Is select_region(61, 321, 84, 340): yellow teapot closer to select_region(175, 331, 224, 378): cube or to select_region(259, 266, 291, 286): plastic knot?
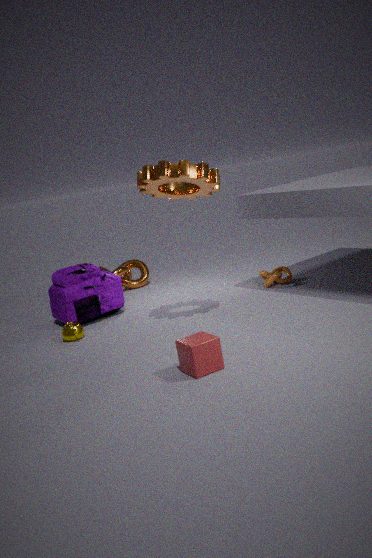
select_region(175, 331, 224, 378): cube
